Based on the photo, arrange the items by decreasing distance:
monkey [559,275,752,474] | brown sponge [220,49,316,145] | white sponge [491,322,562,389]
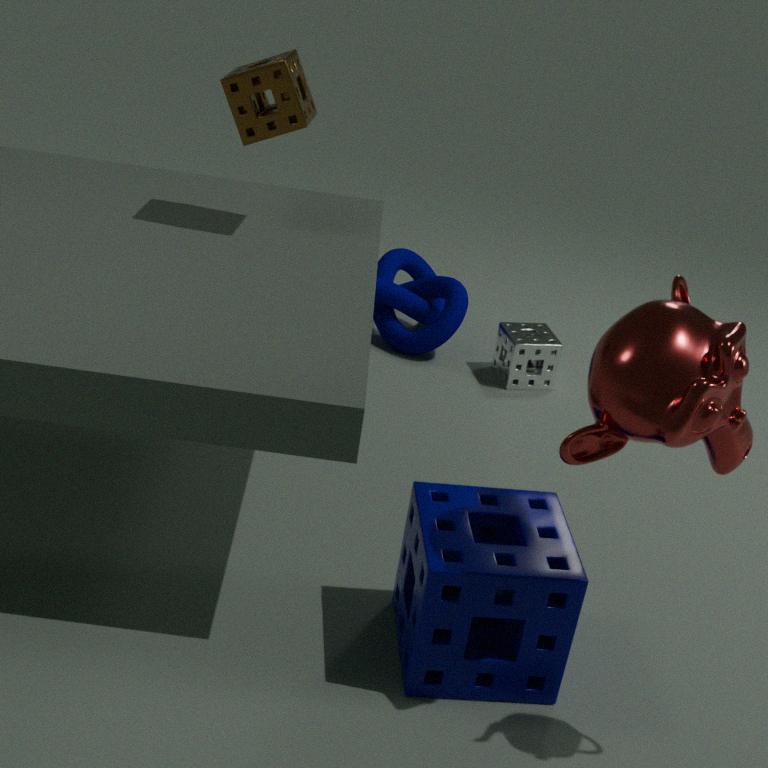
white sponge [491,322,562,389]
brown sponge [220,49,316,145]
monkey [559,275,752,474]
